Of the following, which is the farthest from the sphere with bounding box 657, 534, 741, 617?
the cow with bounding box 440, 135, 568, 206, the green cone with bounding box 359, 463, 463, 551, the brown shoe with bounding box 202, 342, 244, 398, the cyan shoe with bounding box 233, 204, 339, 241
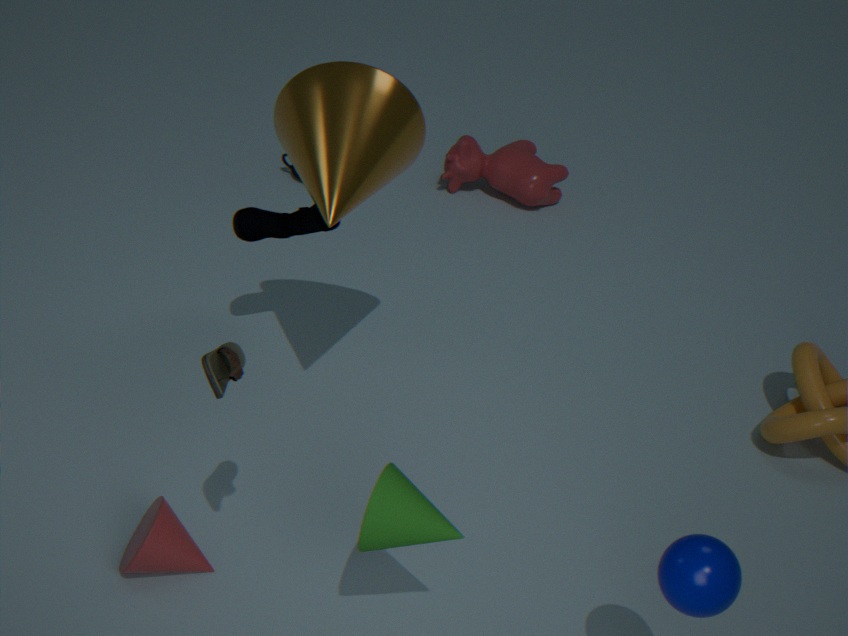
the cow with bounding box 440, 135, 568, 206
